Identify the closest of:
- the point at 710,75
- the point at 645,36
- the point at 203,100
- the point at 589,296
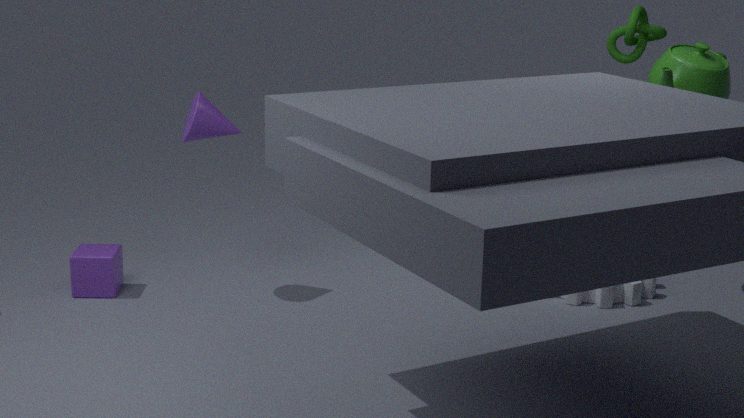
the point at 710,75
